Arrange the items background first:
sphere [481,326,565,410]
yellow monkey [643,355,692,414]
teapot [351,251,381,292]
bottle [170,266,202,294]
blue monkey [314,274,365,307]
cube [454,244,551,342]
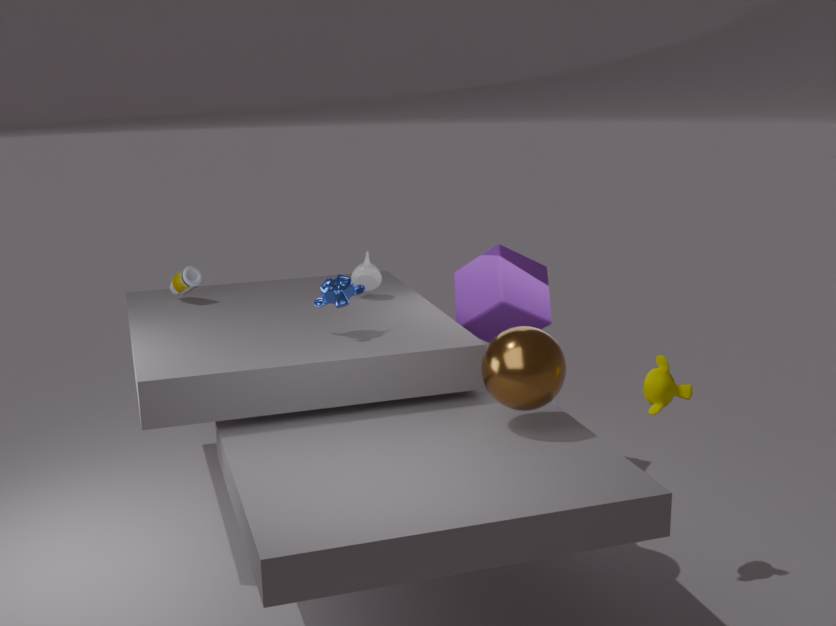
1. teapot [351,251,381,292]
2. bottle [170,266,202,294]
3. cube [454,244,551,342]
4. blue monkey [314,274,365,307]
5. yellow monkey [643,355,692,414]
6. sphere [481,326,565,410]
